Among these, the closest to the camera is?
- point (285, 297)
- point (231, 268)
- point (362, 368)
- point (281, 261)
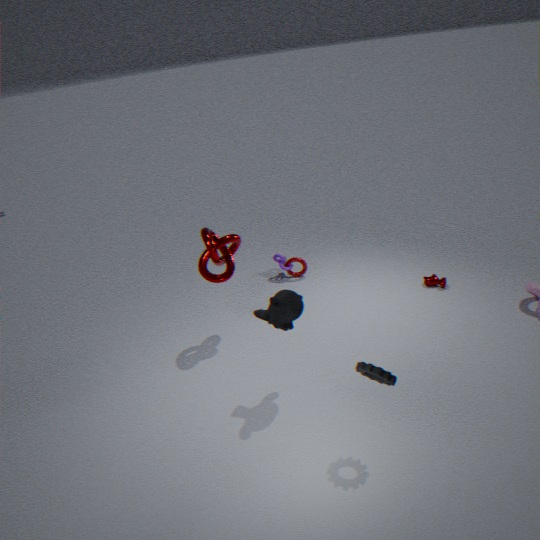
point (362, 368)
